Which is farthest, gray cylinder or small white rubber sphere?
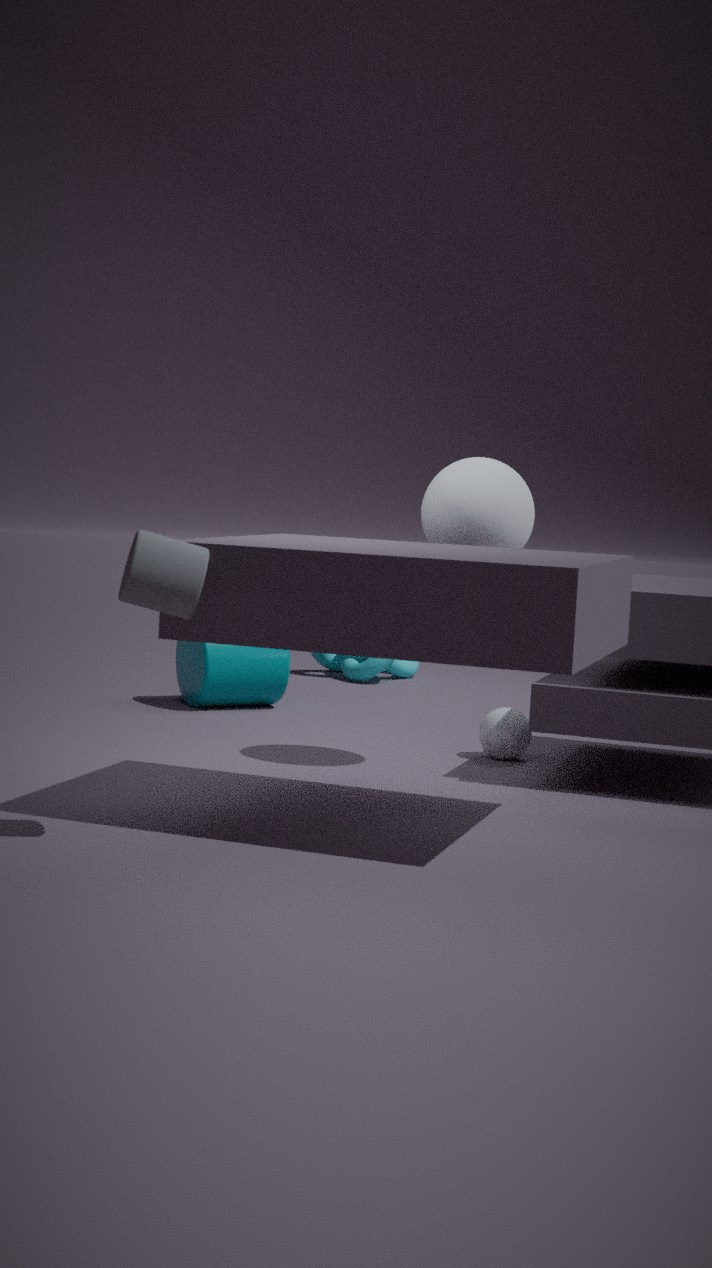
small white rubber sphere
